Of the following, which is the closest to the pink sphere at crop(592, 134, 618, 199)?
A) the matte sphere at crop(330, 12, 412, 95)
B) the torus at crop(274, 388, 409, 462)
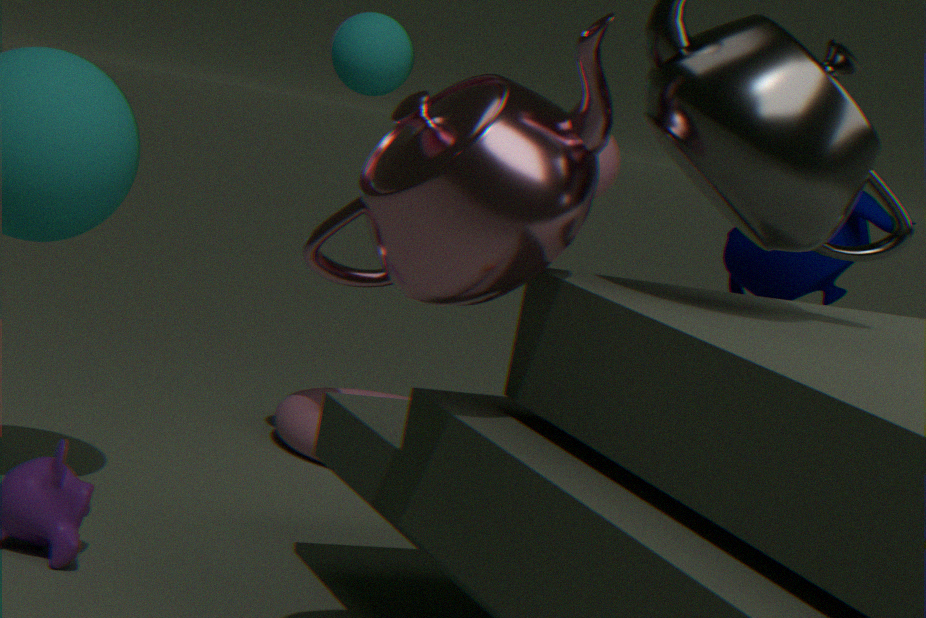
the matte sphere at crop(330, 12, 412, 95)
